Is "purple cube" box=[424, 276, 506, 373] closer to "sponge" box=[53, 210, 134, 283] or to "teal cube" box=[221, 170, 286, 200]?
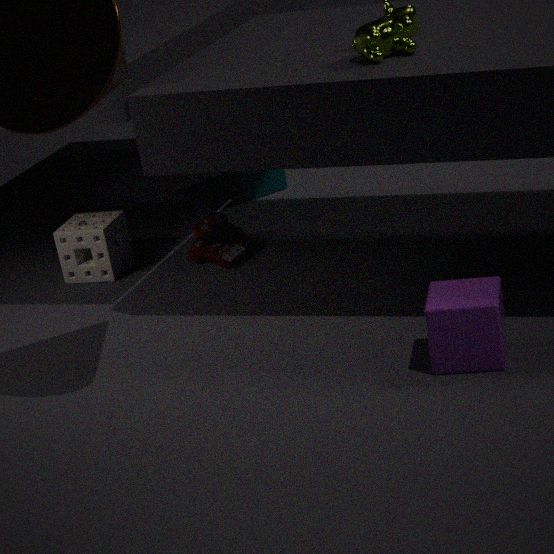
"sponge" box=[53, 210, 134, 283]
